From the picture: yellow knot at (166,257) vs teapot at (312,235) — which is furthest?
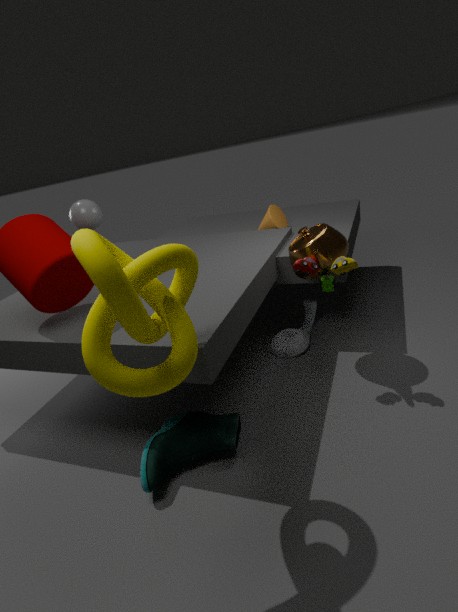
teapot at (312,235)
